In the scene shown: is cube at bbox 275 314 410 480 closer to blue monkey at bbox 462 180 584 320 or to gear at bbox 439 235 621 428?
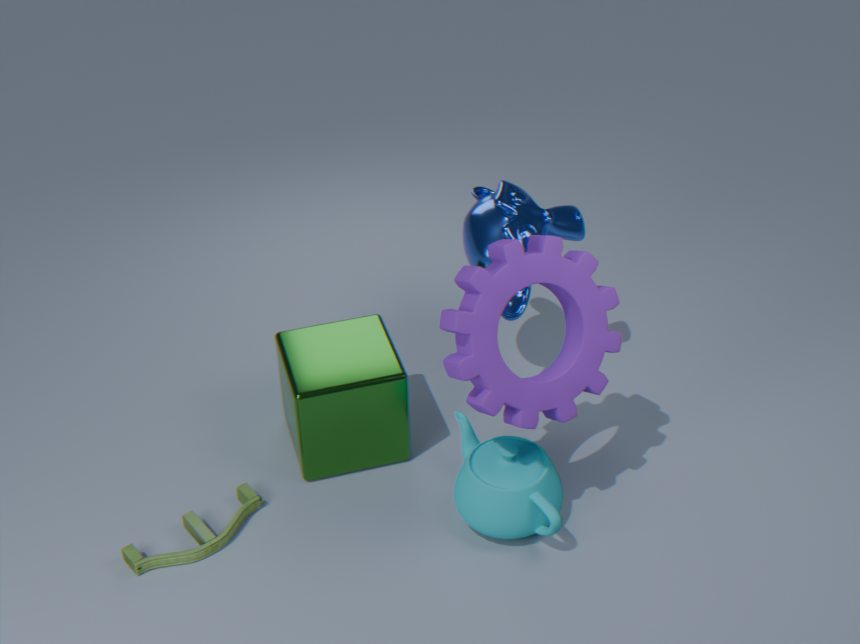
blue monkey at bbox 462 180 584 320
